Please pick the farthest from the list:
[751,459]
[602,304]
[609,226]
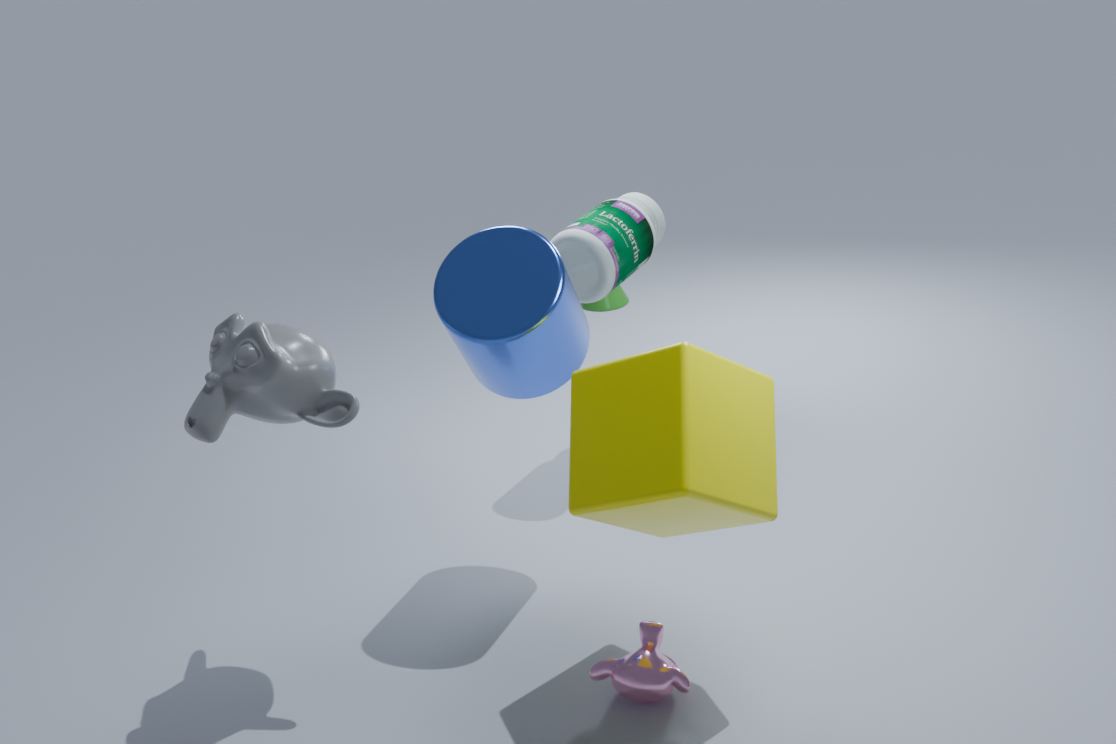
[602,304]
